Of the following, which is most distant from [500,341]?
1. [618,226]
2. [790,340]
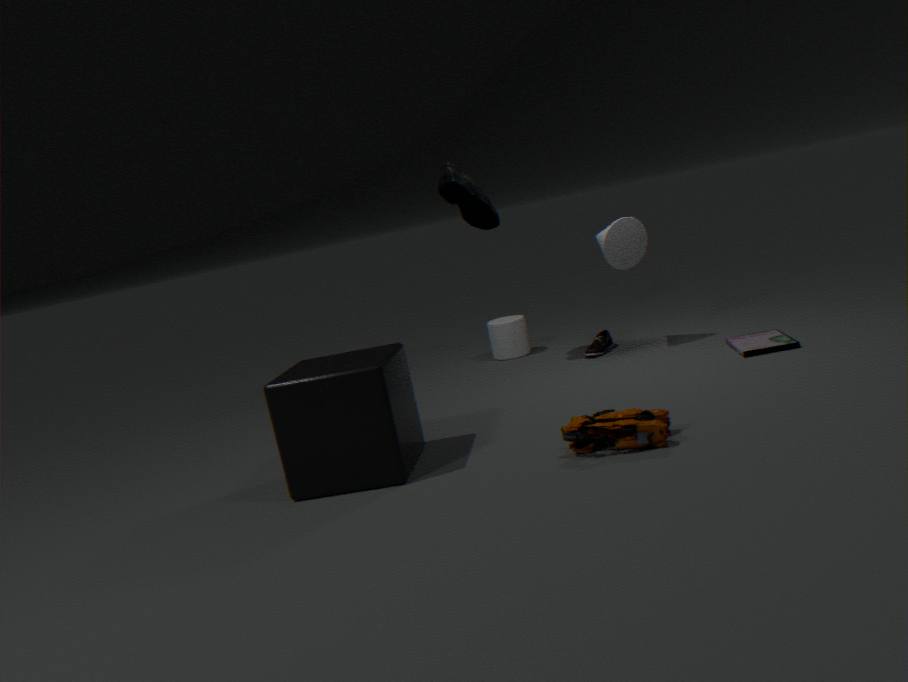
[790,340]
